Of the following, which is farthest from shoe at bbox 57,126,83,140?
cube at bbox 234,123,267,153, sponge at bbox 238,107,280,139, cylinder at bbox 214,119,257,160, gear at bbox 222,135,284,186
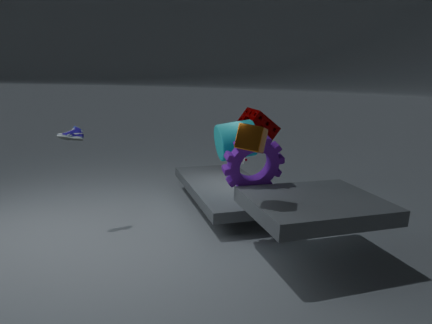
sponge at bbox 238,107,280,139
